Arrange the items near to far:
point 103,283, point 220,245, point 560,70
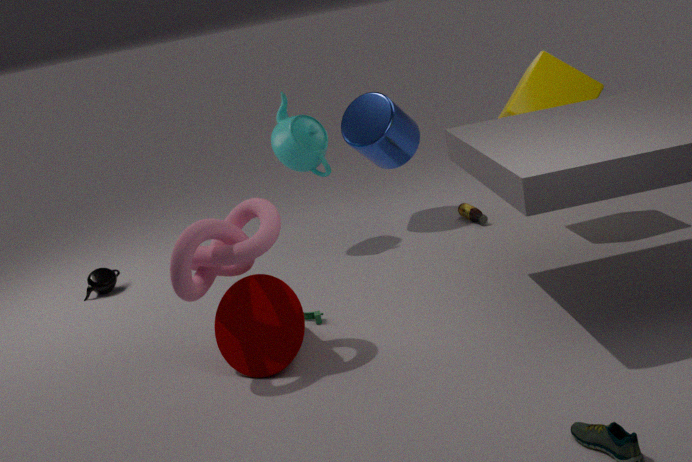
point 220,245
point 560,70
point 103,283
